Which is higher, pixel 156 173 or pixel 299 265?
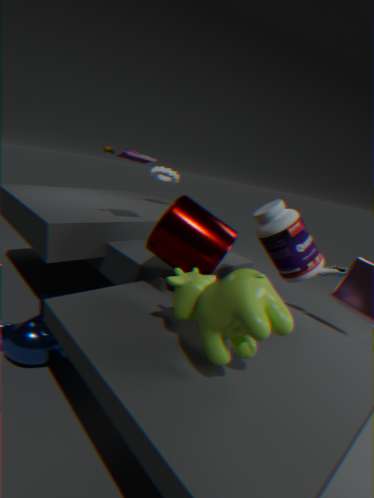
pixel 156 173
